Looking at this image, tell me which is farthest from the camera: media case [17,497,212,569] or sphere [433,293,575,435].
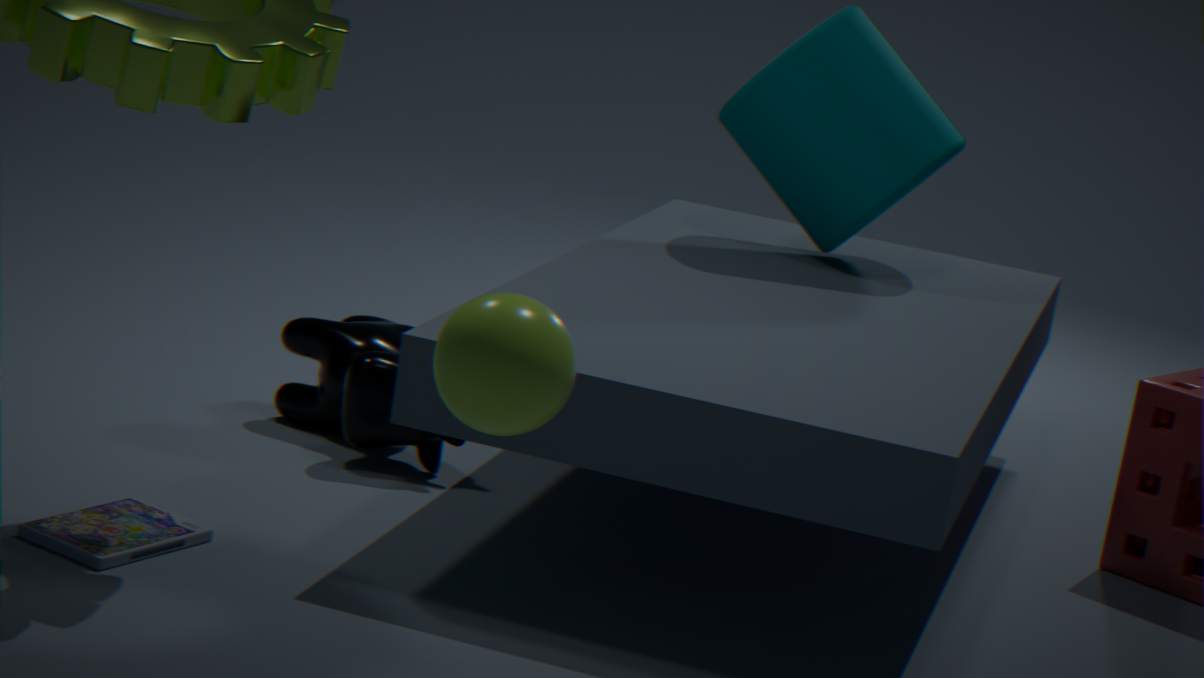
media case [17,497,212,569]
